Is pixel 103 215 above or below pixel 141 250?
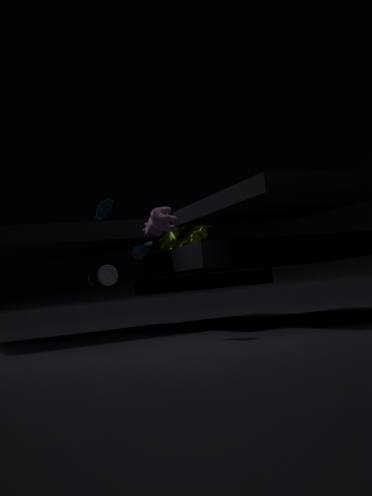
above
